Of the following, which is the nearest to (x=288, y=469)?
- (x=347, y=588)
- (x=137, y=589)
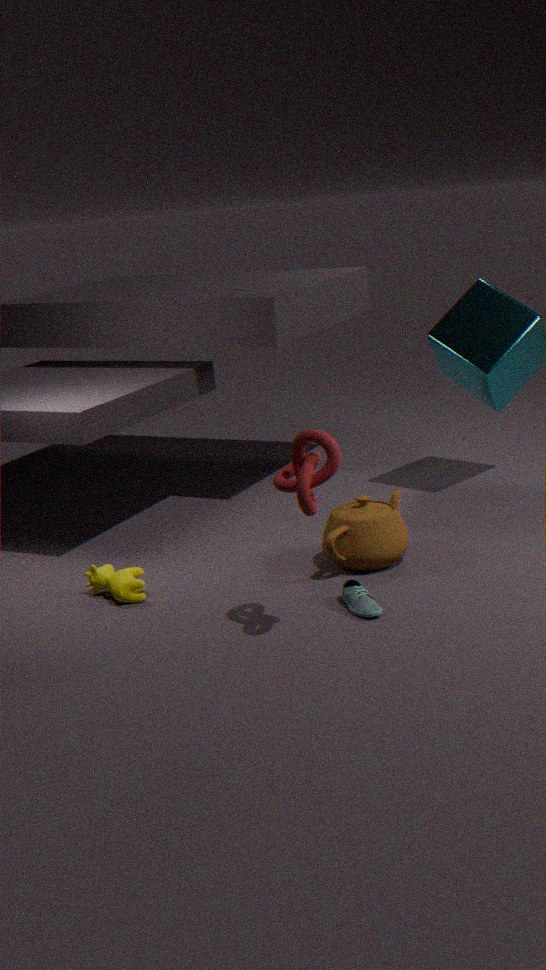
(x=347, y=588)
